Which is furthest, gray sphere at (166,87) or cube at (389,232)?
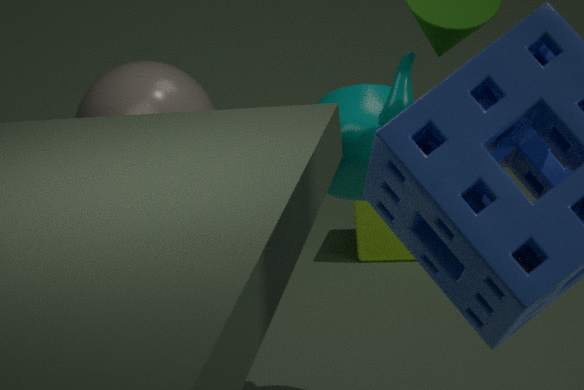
cube at (389,232)
